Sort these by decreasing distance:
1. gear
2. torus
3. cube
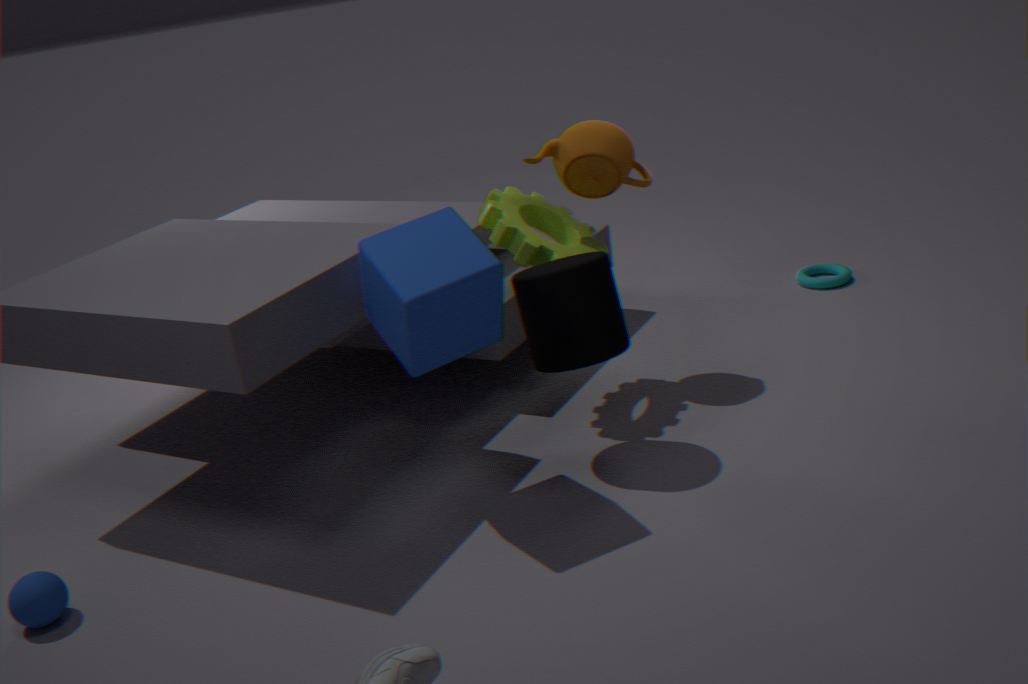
1. torus
2. gear
3. cube
